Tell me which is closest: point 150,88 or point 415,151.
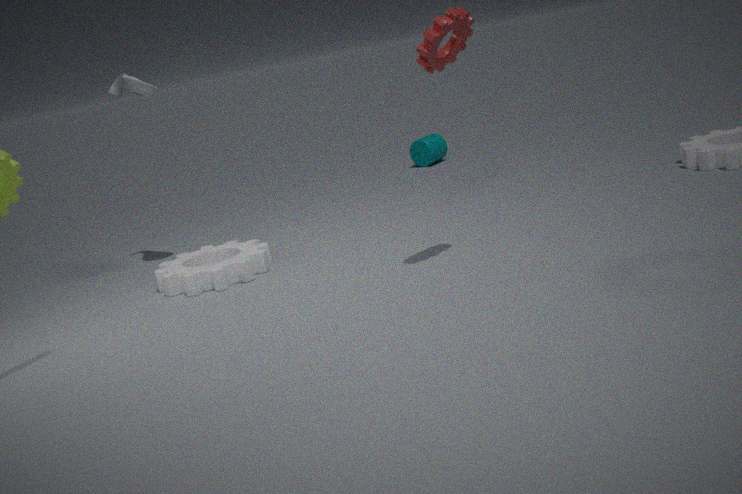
point 150,88
